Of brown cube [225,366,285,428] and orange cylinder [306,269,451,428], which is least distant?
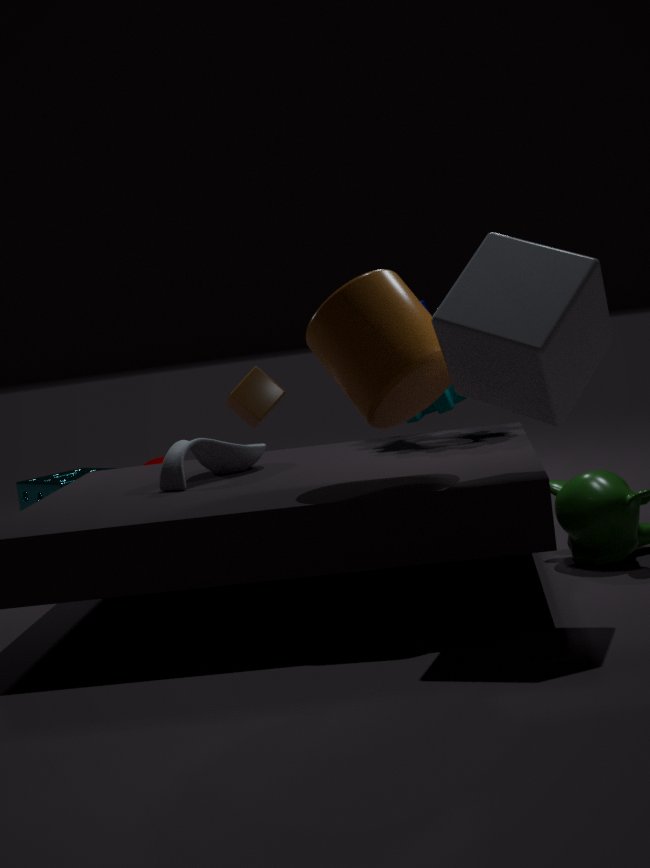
orange cylinder [306,269,451,428]
